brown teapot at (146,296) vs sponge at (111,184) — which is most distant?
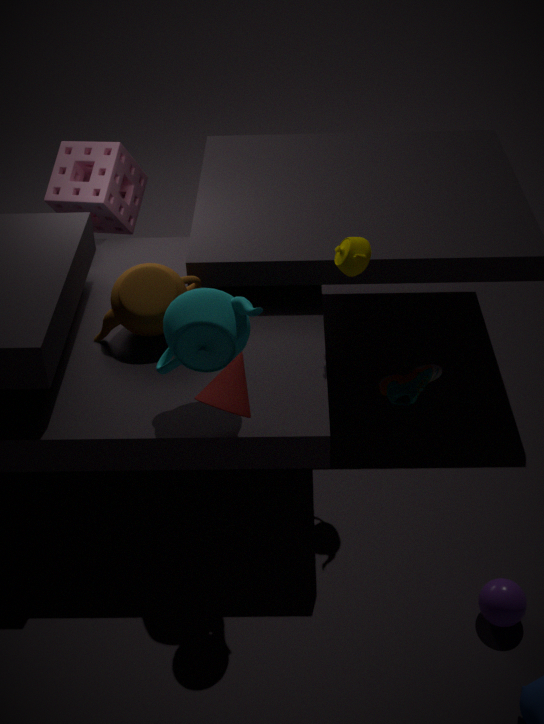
sponge at (111,184)
